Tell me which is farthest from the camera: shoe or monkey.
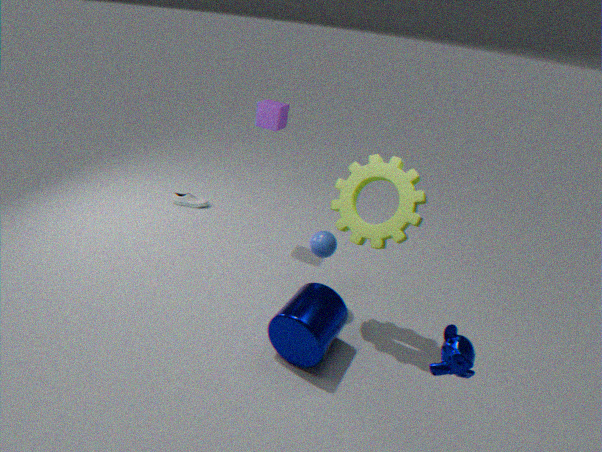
shoe
